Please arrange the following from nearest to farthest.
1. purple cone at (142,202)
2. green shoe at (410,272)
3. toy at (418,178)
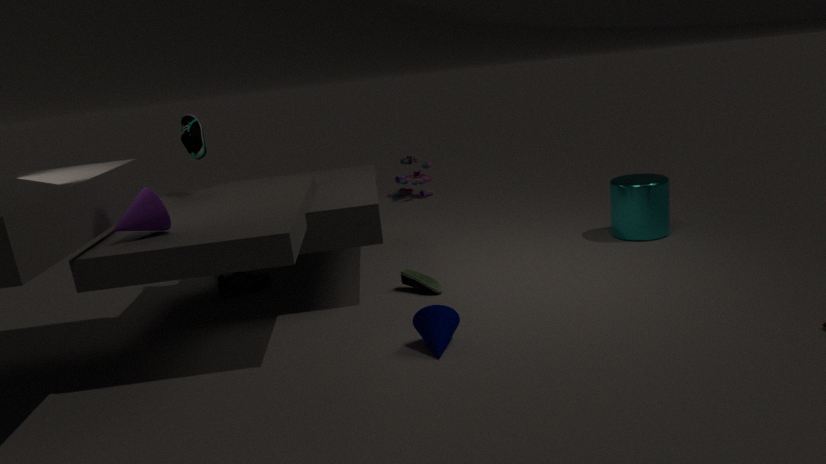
1. purple cone at (142,202)
2. green shoe at (410,272)
3. toy at (418,178)
